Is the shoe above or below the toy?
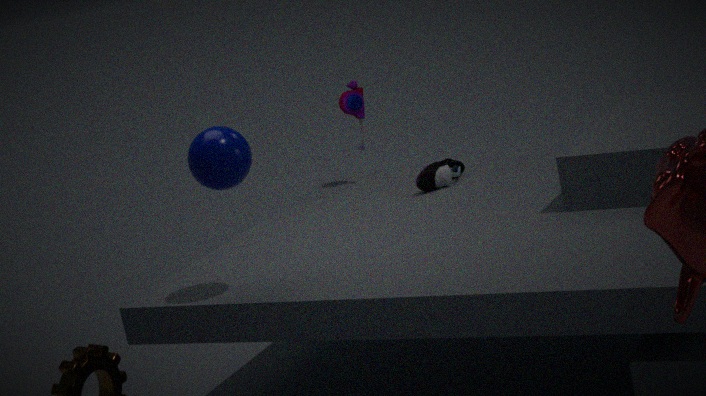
below
